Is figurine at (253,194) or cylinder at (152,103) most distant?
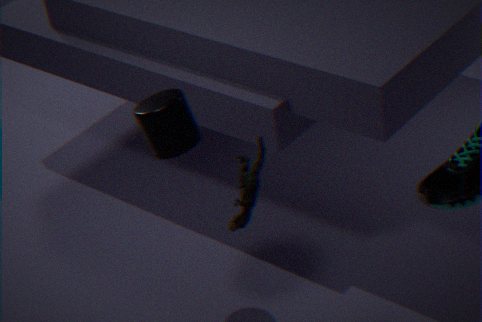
cylinder at (152,103)
